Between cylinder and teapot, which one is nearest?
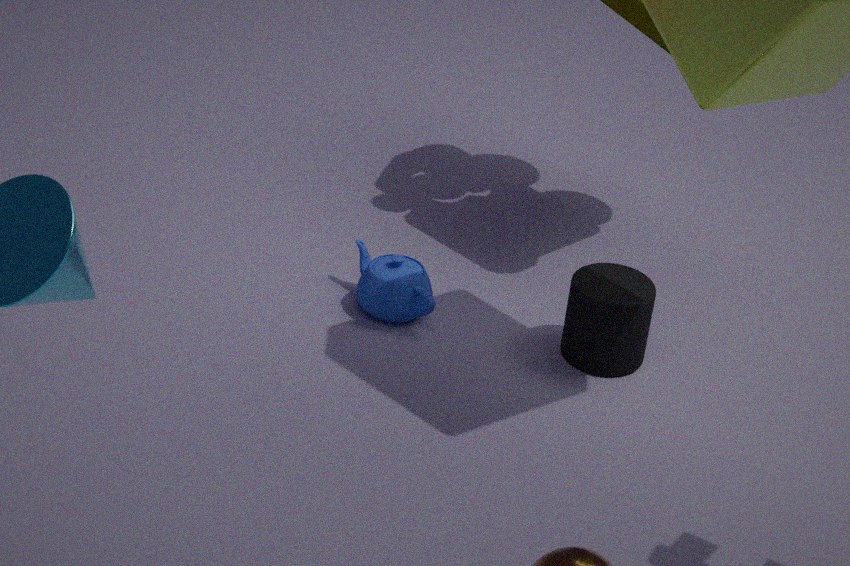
cylinder
